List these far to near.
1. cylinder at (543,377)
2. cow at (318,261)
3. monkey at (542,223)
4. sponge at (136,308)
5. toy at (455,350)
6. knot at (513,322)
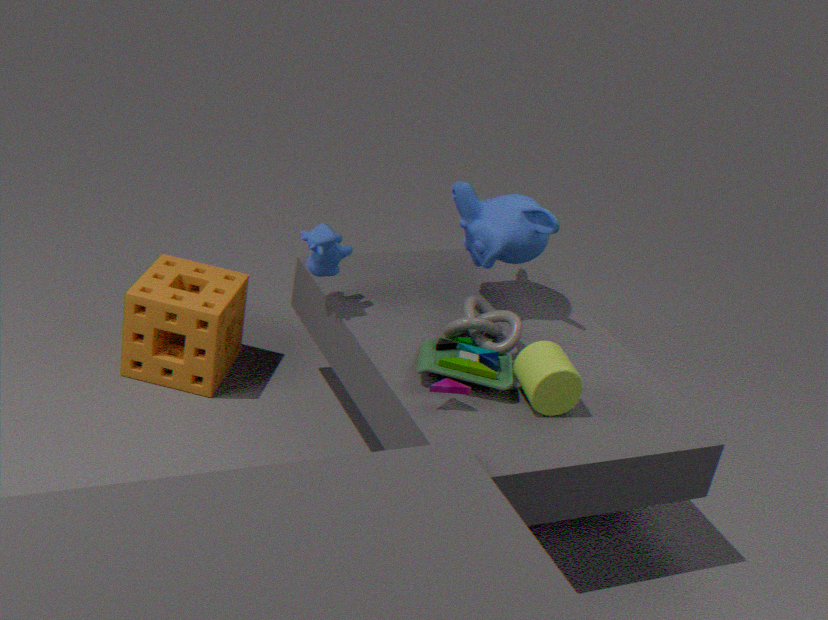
sponge at (136,308)
monkey at (542,223)
knot at (513,322)
cow at (318,261)
cylinder at (543,377)
toy at (455,350)
